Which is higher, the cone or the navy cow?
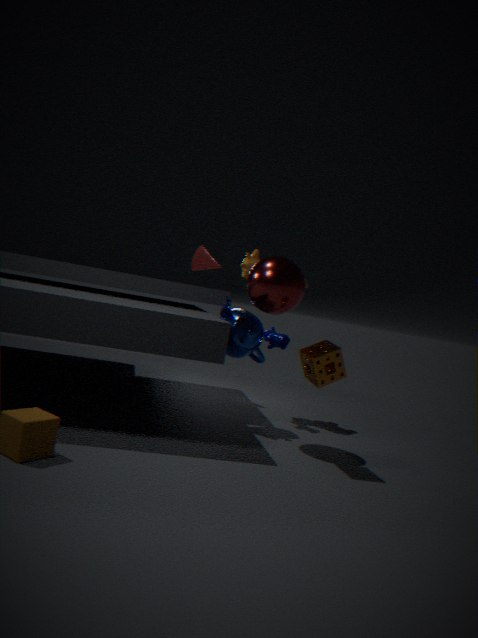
the cone
